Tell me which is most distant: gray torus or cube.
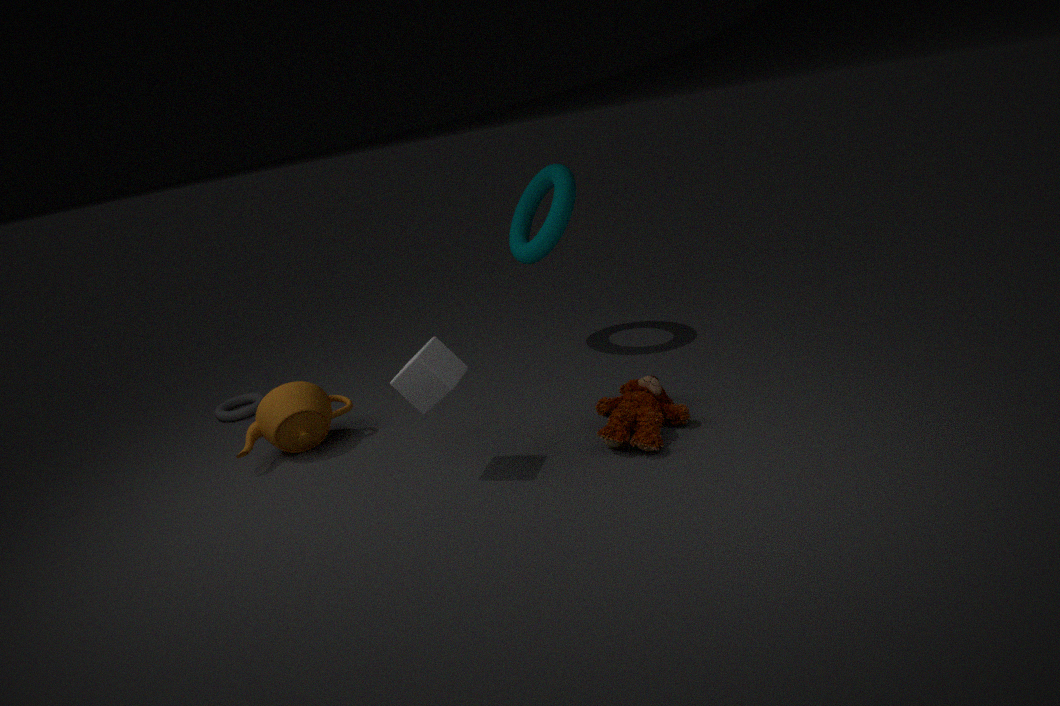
gray torus
